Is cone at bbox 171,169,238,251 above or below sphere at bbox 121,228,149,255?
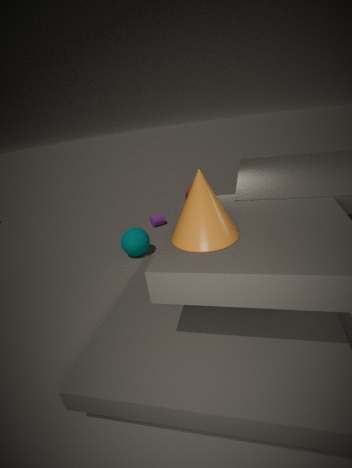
above
